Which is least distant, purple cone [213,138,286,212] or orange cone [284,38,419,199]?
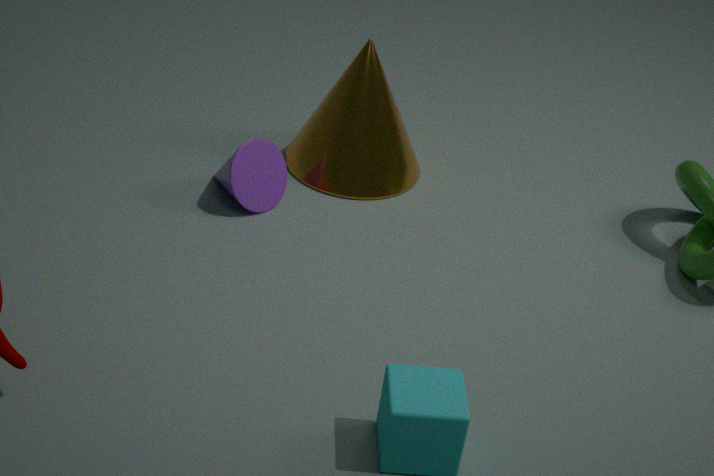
purple cone [213,138,286,212]
